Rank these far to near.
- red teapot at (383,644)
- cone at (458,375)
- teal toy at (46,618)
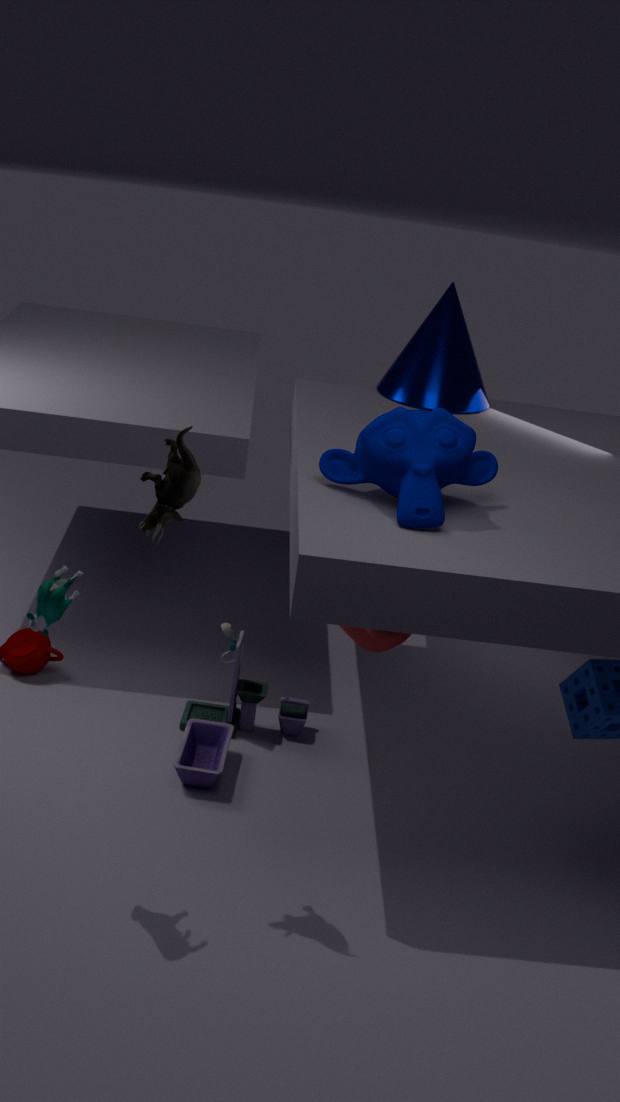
cone at (458,375)
red teapot at (383,644)
teal toy at (46,618)
